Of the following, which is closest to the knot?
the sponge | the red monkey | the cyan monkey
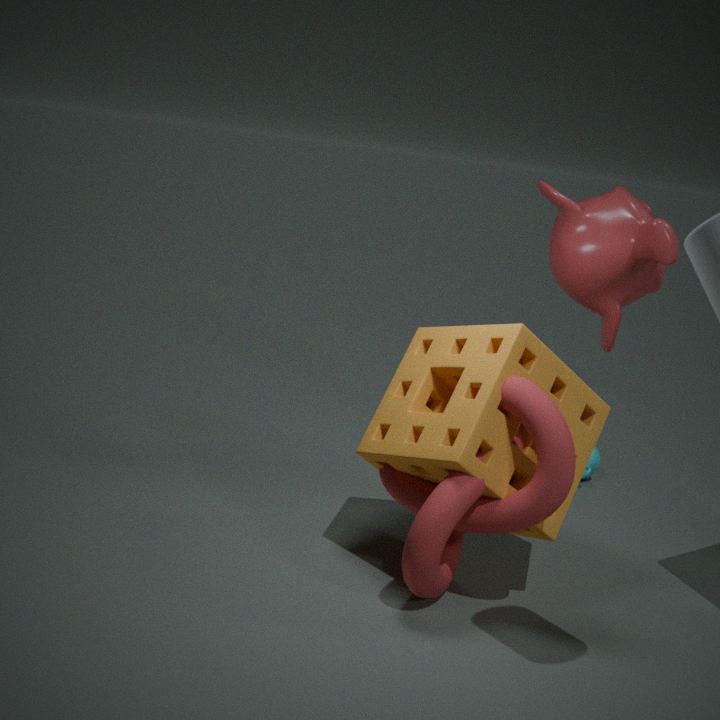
the sponge
